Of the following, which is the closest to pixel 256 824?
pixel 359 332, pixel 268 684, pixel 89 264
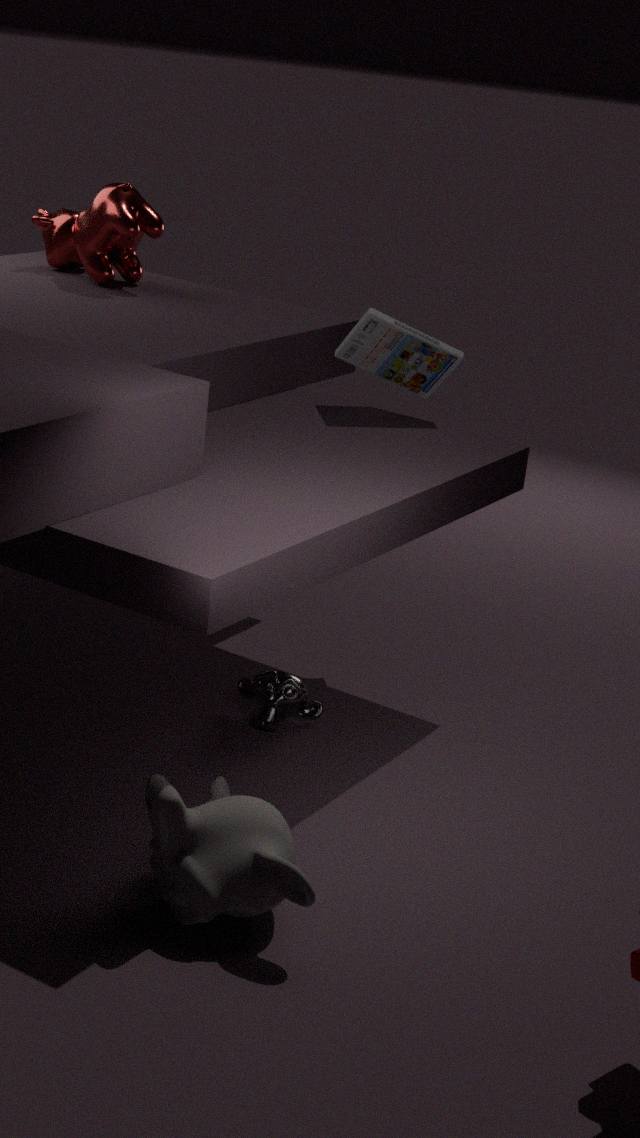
pixel 268 684
